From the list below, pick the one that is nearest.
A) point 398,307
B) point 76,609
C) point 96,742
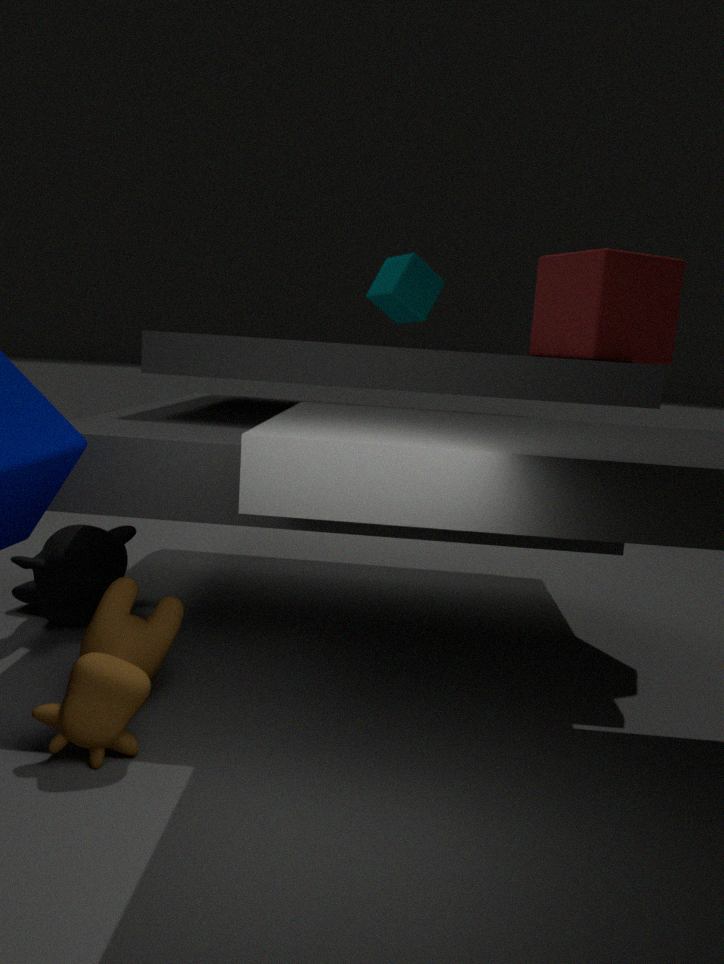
point 96,742
